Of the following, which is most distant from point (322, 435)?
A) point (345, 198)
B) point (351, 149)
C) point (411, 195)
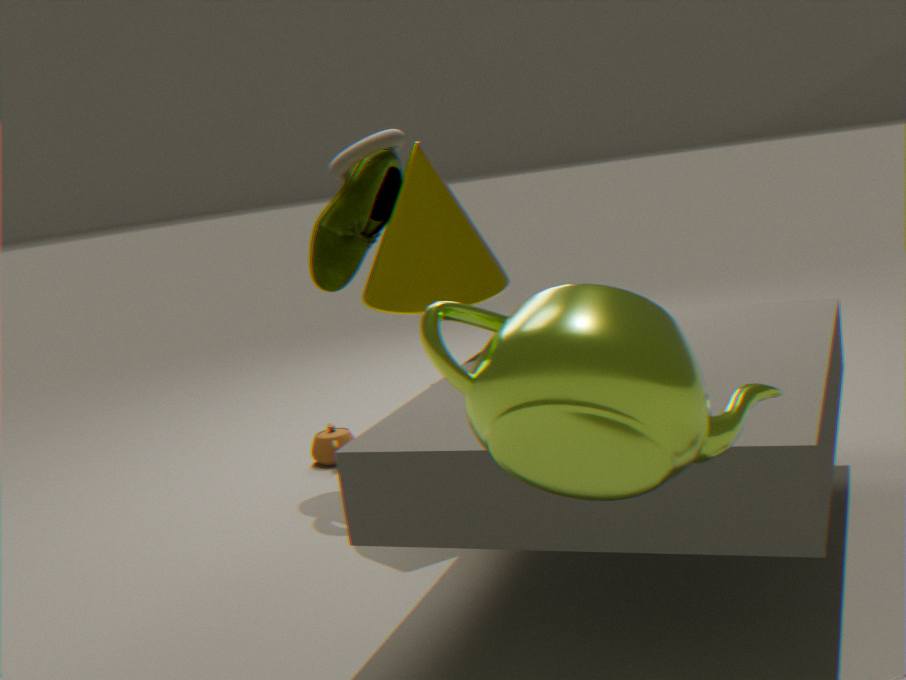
point (351, 149)
